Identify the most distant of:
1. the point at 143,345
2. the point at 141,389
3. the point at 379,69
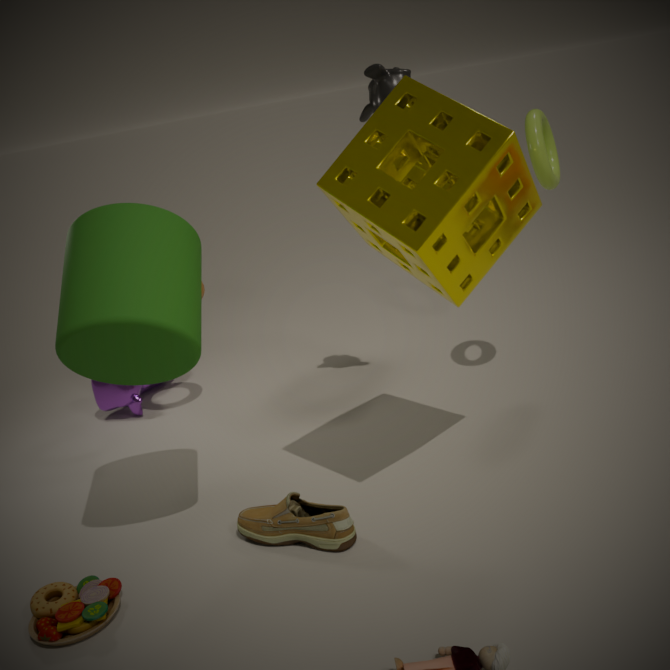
the point at 141,389
